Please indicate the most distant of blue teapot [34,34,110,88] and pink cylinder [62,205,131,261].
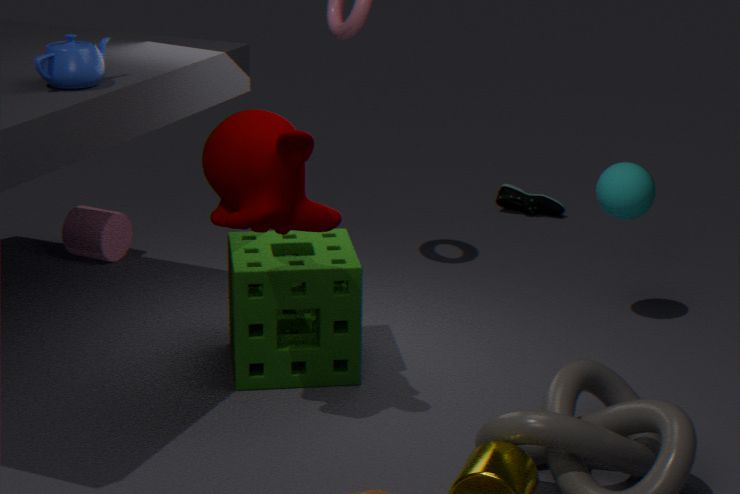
pink cylinder [62,205,131,261]
